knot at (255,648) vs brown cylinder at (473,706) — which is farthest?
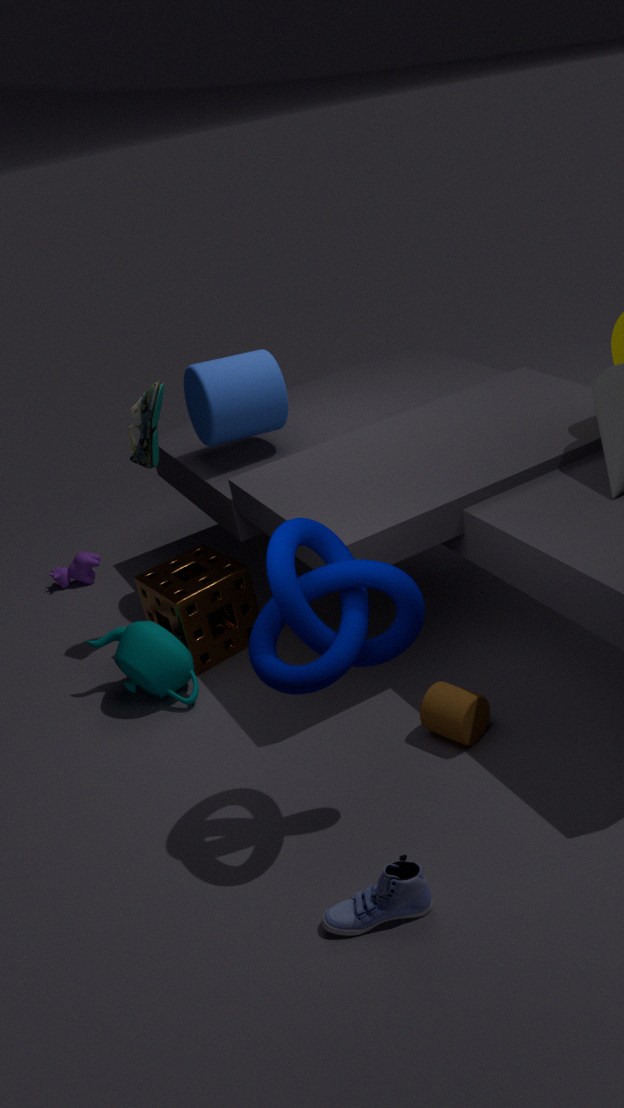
brown cylinder at (473,706)
